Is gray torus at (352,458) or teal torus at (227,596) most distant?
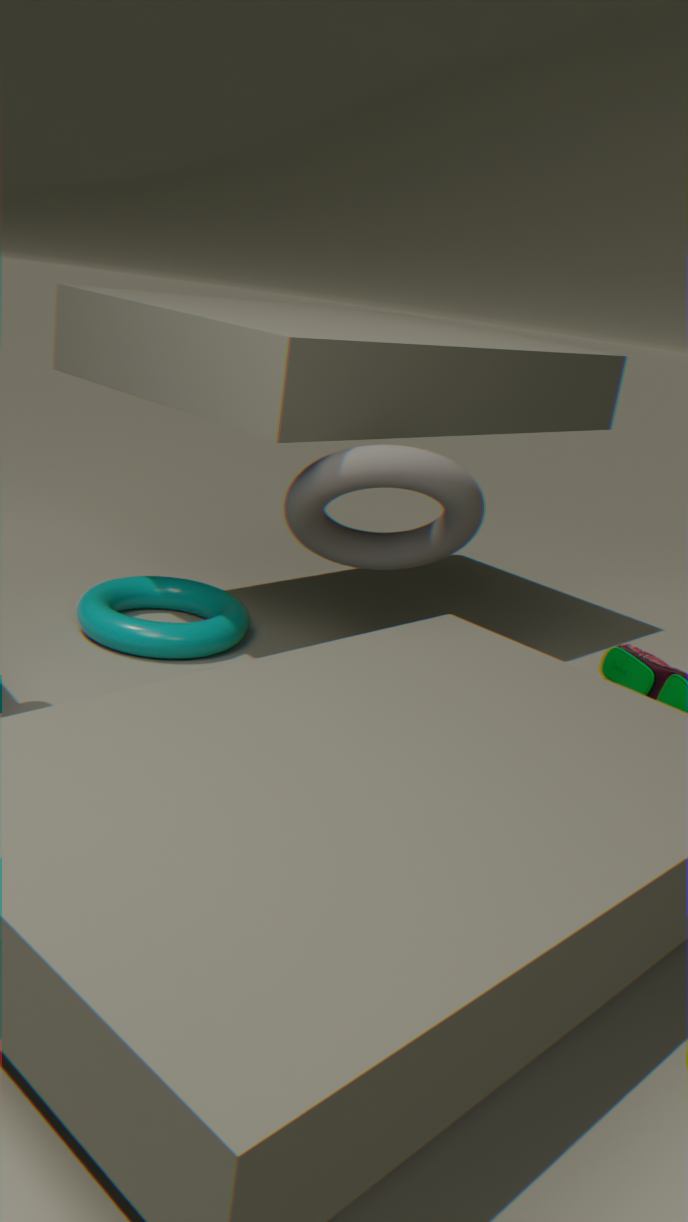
teal torus at (227,596)
